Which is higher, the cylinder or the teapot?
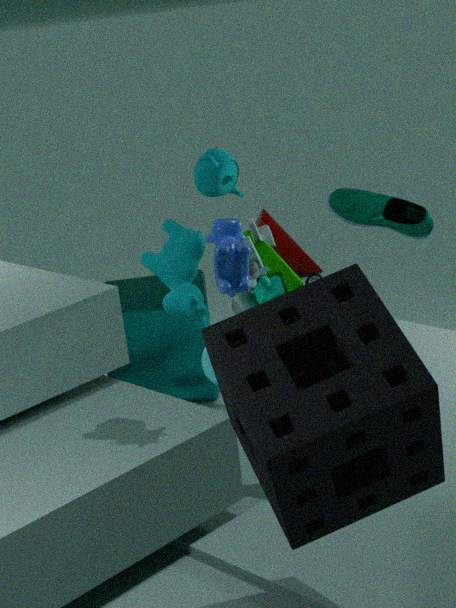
the teapot
